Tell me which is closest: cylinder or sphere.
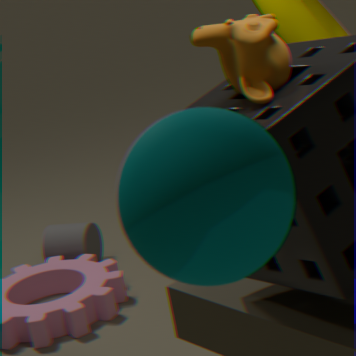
sphere
